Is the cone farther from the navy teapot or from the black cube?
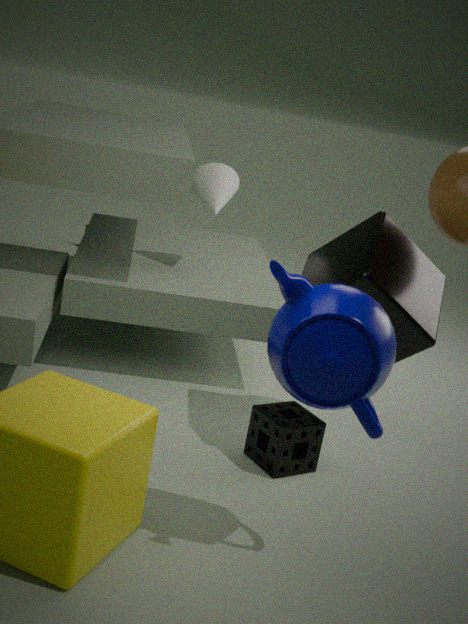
the navy teapot
